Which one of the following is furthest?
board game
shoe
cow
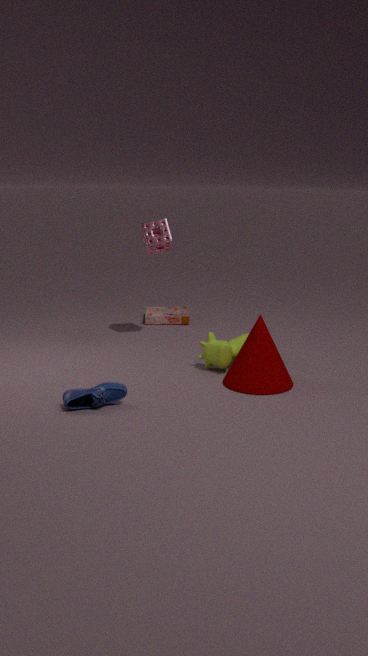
board game
